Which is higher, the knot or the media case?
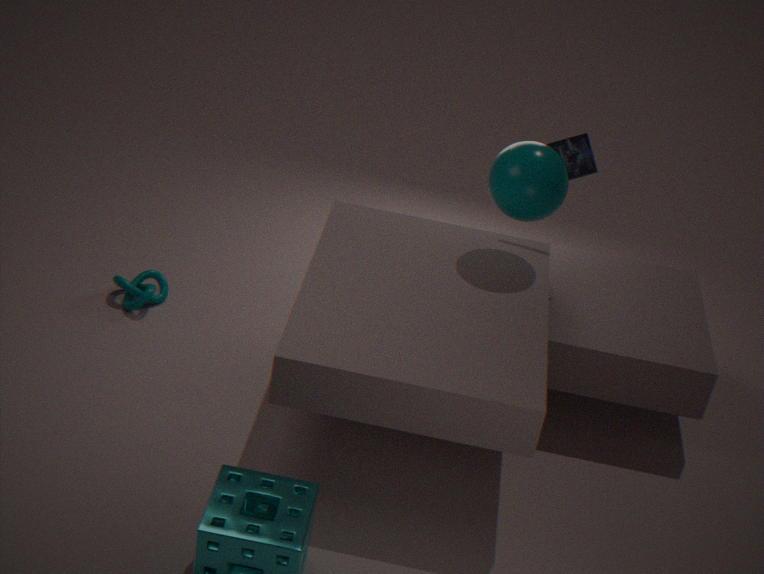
the media case
